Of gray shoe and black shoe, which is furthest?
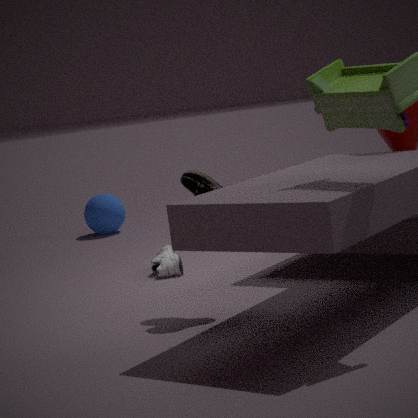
gray shoe
